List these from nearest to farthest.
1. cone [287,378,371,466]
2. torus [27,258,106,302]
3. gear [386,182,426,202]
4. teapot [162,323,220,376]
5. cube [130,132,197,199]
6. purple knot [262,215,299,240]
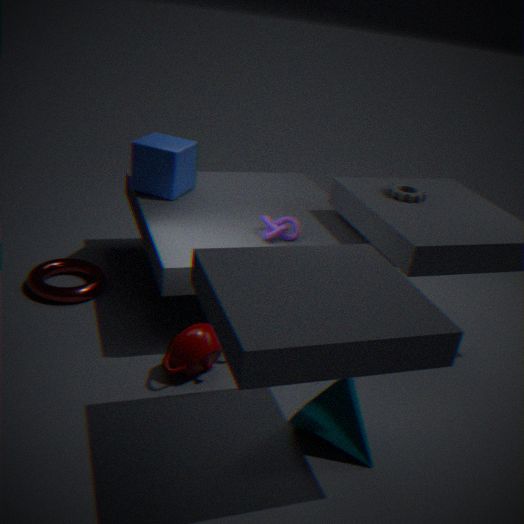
cone [287,378,371,466], teapot [162,323,220,376], purple knot [262,215,299,240], torus [27,258,106,302], gear [386,182,426,202], cube [130,132,197,199]
